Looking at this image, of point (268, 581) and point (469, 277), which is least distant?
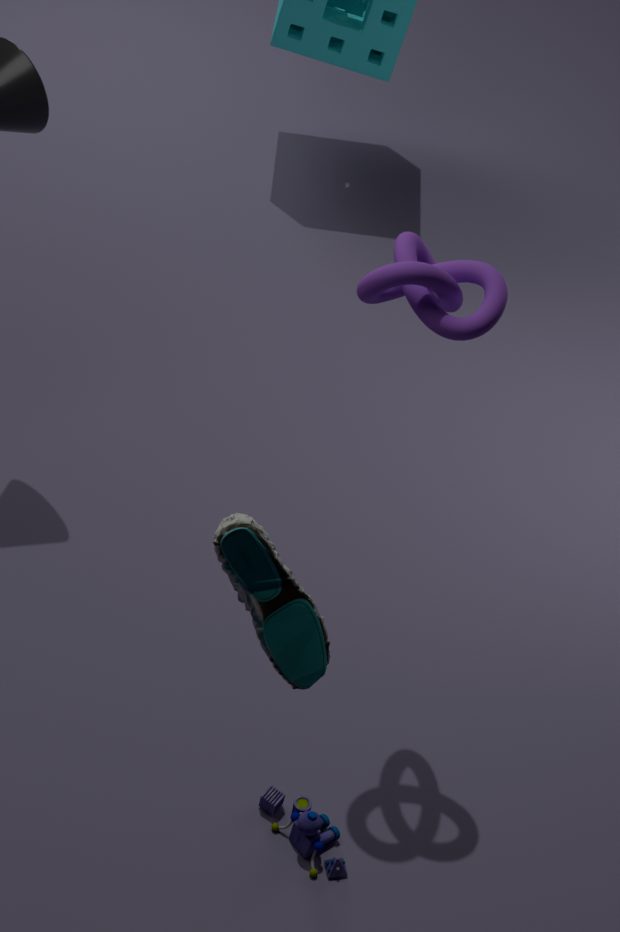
point (268, 581)
